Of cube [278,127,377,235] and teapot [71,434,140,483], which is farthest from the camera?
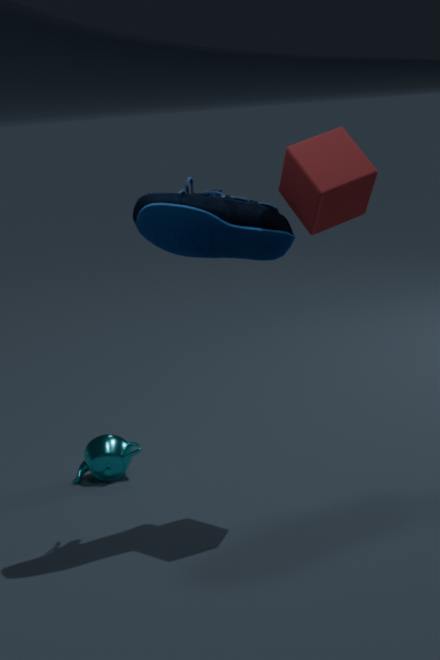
teapot [71,434,140,483]
